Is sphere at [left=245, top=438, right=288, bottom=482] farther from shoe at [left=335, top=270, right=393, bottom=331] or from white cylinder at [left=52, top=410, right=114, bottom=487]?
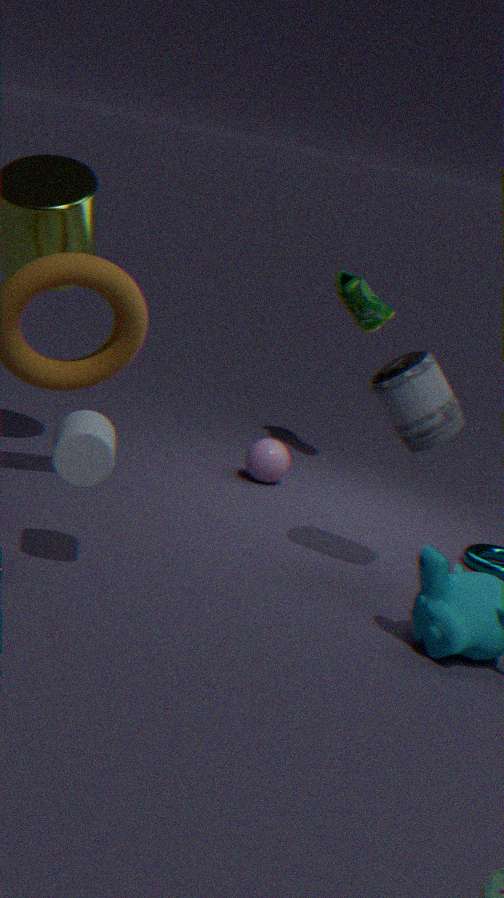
white cylinder at [left=52, top=410, right=114, bottom=487]
